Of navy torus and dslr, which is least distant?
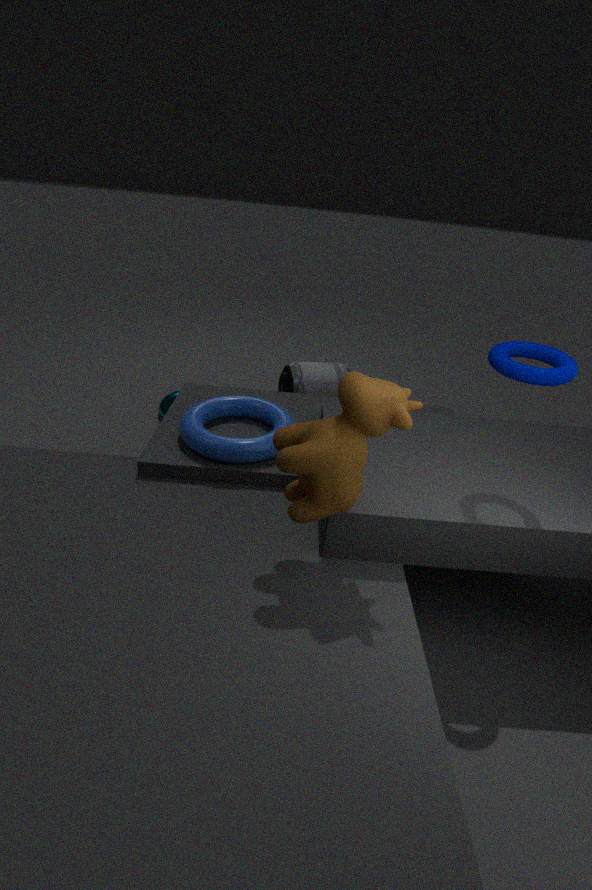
navy torus
